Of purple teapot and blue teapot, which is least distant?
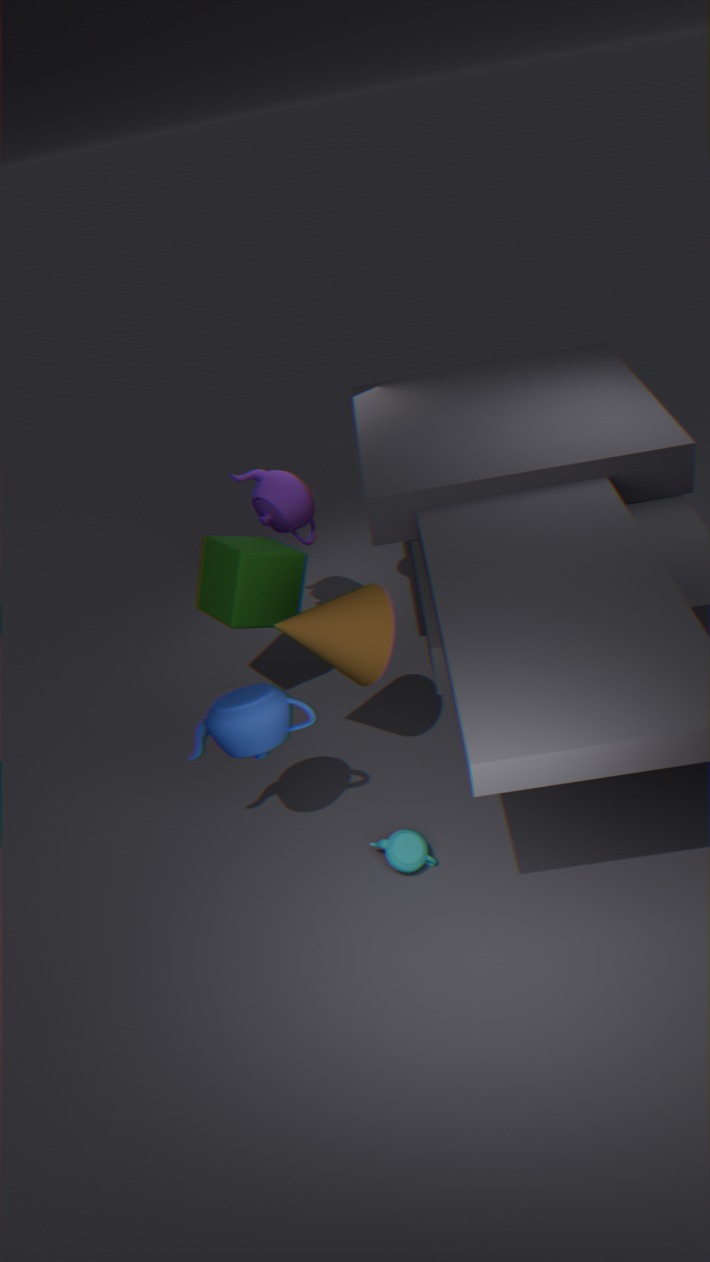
blue teapot
